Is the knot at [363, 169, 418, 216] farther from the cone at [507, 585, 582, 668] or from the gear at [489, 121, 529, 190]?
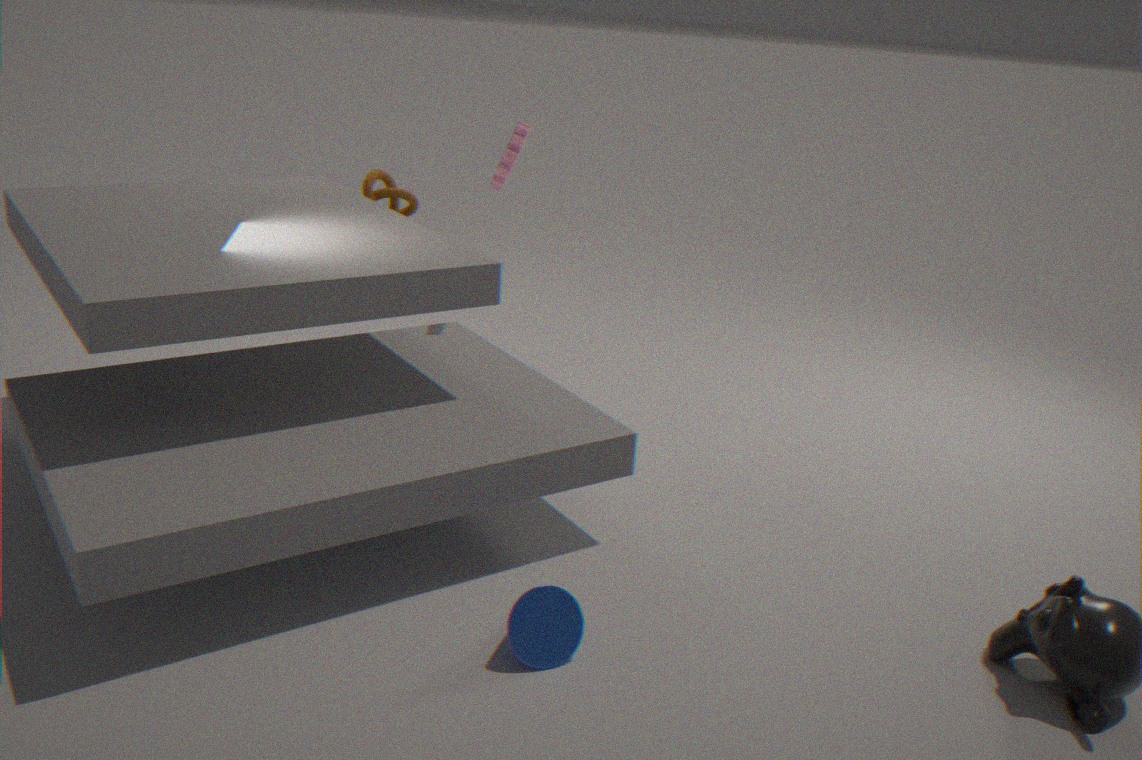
the cone at [507, 585, 582, 668]
